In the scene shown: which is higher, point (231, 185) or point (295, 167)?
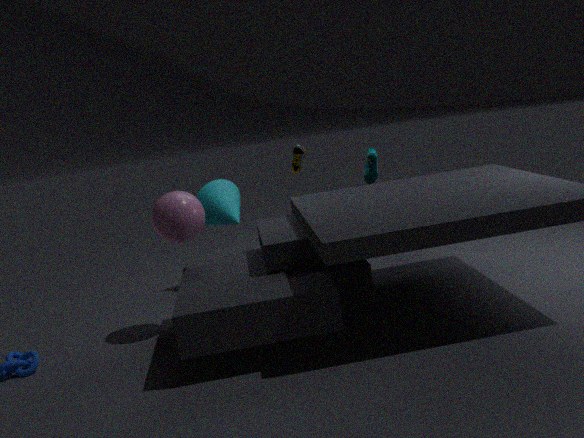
point (295, 167)
